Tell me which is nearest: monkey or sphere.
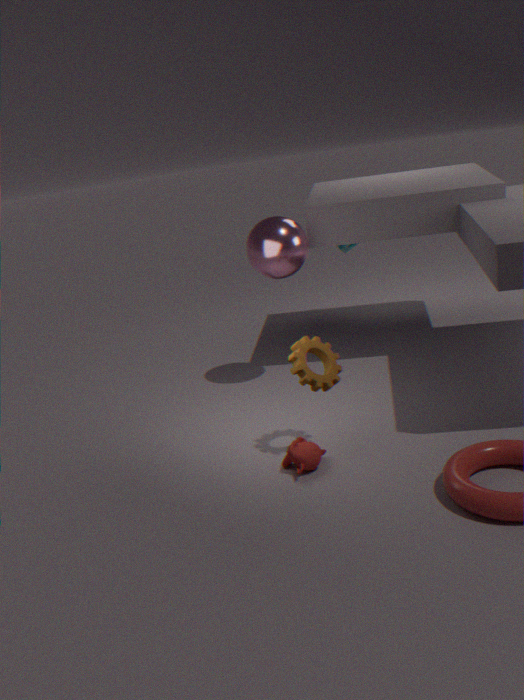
monkey
